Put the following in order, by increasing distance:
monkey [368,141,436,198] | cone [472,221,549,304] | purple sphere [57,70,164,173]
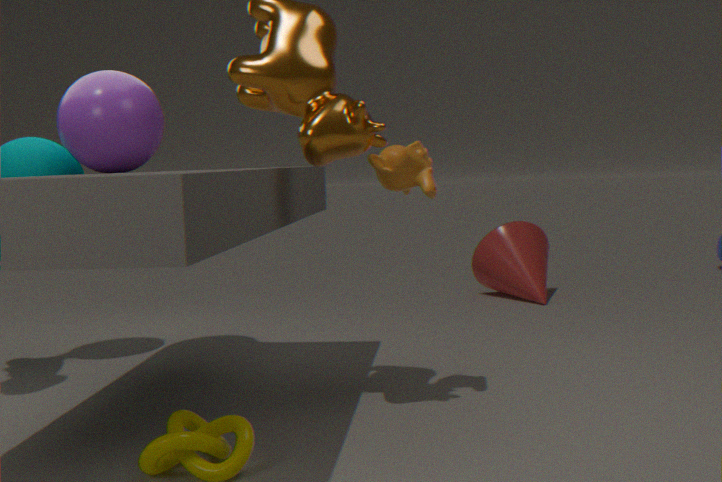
monkey [368,141,436,198], purple sphere [57,70,164,173], cone [472,221,549,304]
